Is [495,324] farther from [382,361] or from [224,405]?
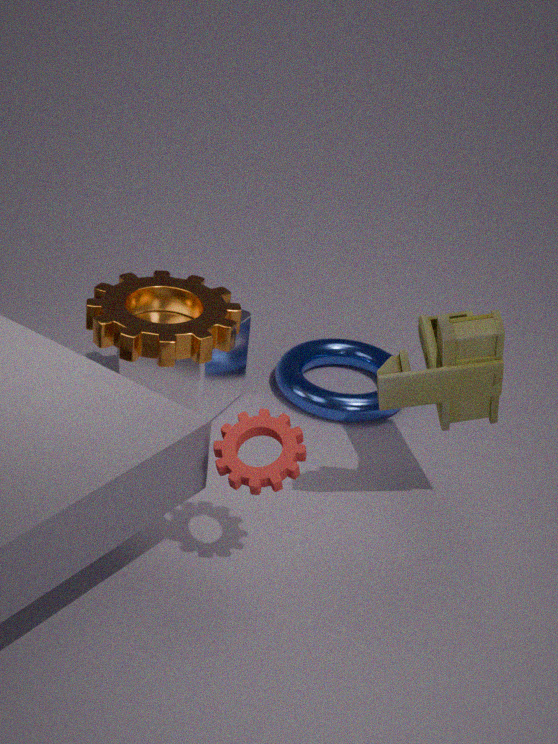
[224,405]
